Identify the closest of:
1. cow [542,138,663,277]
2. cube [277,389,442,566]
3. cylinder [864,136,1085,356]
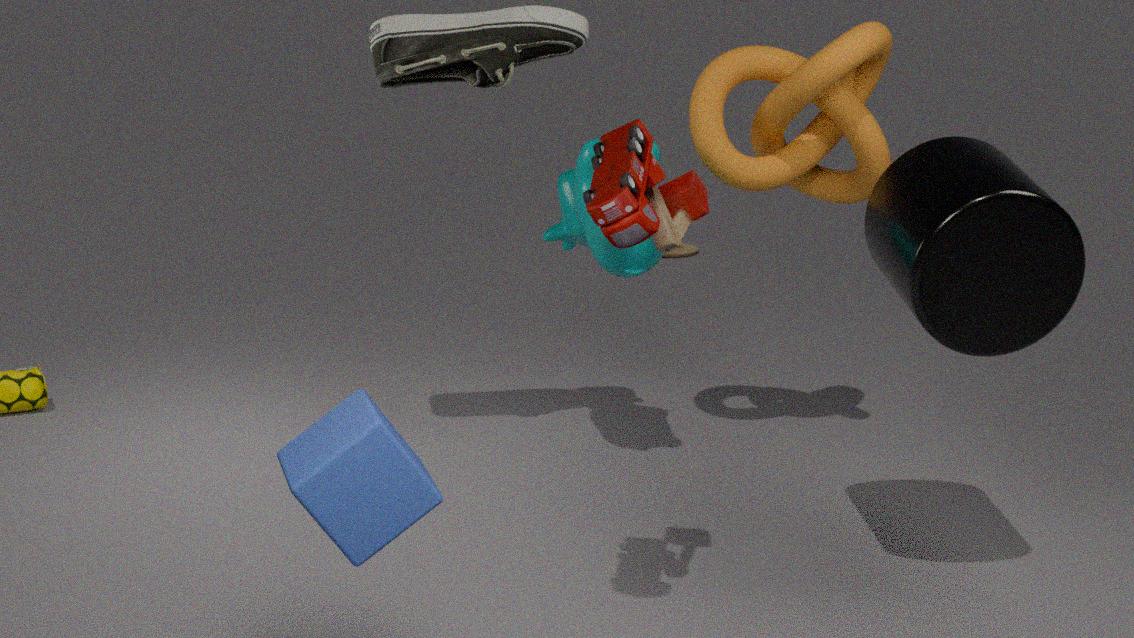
cube [277,389,442,566]
